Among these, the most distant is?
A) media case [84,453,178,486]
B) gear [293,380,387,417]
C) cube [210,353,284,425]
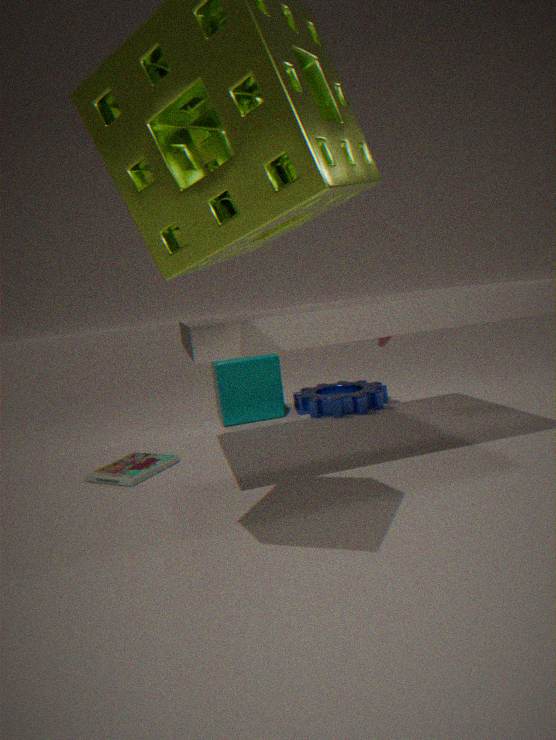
cube [210,353,284,425]
